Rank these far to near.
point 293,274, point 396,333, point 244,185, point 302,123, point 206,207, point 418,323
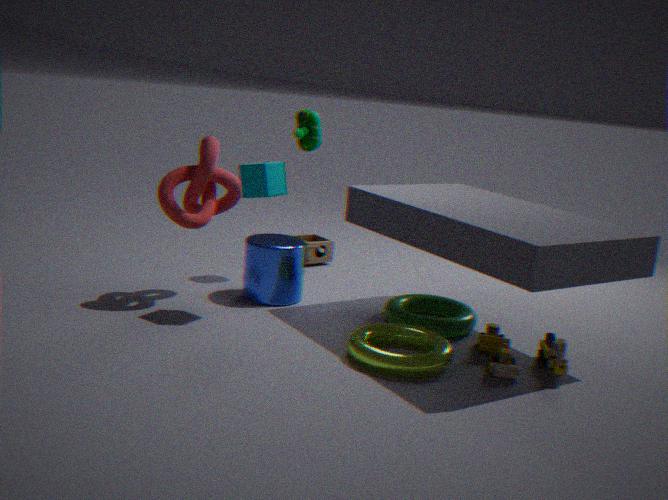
point 302,123 → point 293,274 → point 206,207 → point 418,323 → point 244,185 → point 396,333
